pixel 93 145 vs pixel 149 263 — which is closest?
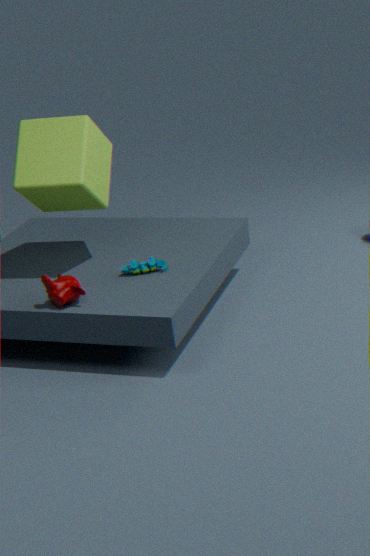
pixel 93 145
